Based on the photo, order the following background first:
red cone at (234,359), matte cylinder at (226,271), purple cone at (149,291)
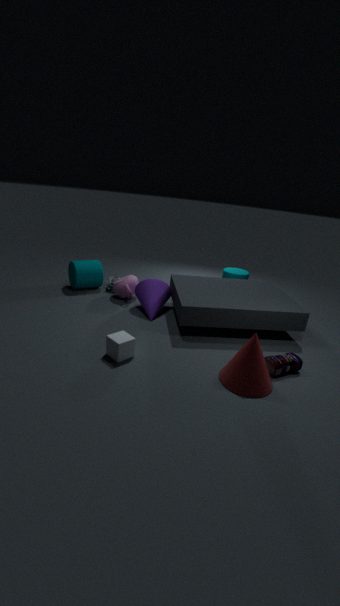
matte cylinder at (226,271) < purple cone at (149,291) < red cone at (234,359)
